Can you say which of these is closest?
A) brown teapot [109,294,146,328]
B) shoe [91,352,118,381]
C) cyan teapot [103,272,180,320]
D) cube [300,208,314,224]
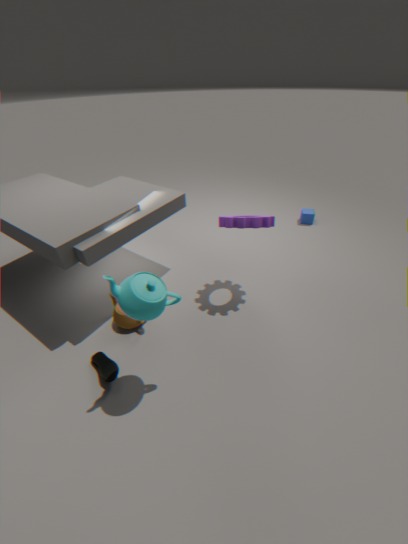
cyan teapot [103,272,180,320]
